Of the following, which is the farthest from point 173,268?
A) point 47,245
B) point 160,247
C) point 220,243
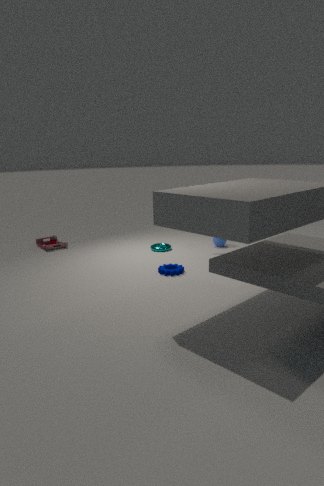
point 47,245
